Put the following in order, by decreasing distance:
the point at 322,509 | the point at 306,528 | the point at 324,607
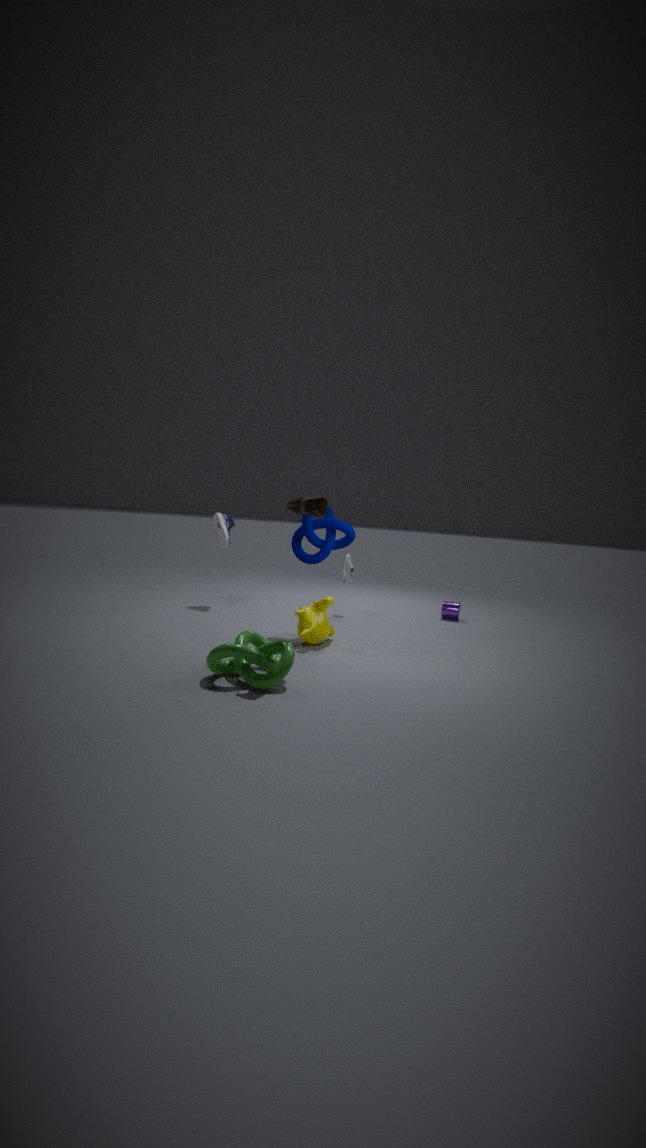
1. the point at 306,528
2. the point at 324,607
3. the point at 322,509
